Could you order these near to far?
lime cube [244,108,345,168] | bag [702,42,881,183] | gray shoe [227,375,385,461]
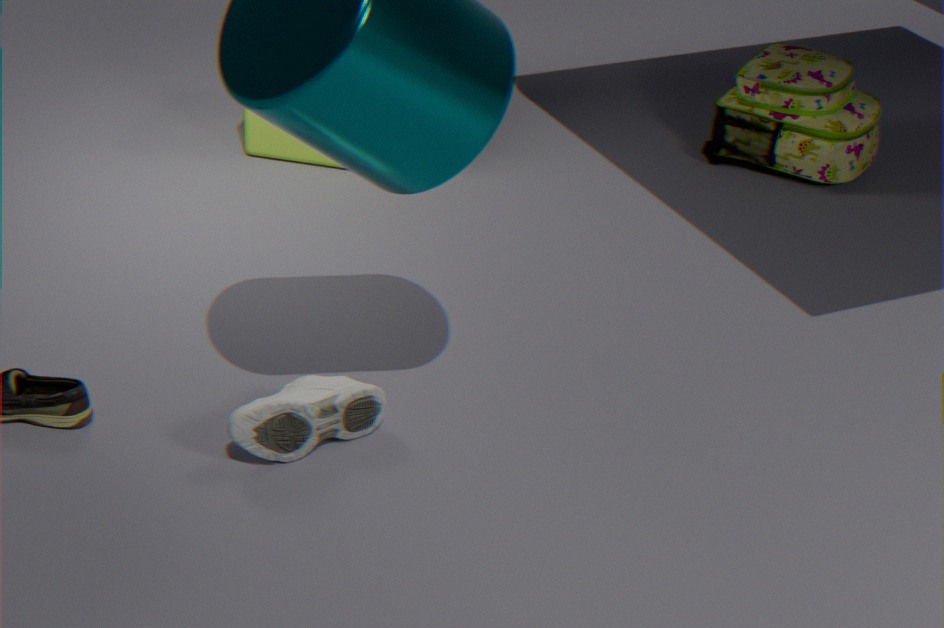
1. gray shoe [227,375,385,461]
2. bag [702,42,881,183]
3. lime cube [244,108,345,168]
